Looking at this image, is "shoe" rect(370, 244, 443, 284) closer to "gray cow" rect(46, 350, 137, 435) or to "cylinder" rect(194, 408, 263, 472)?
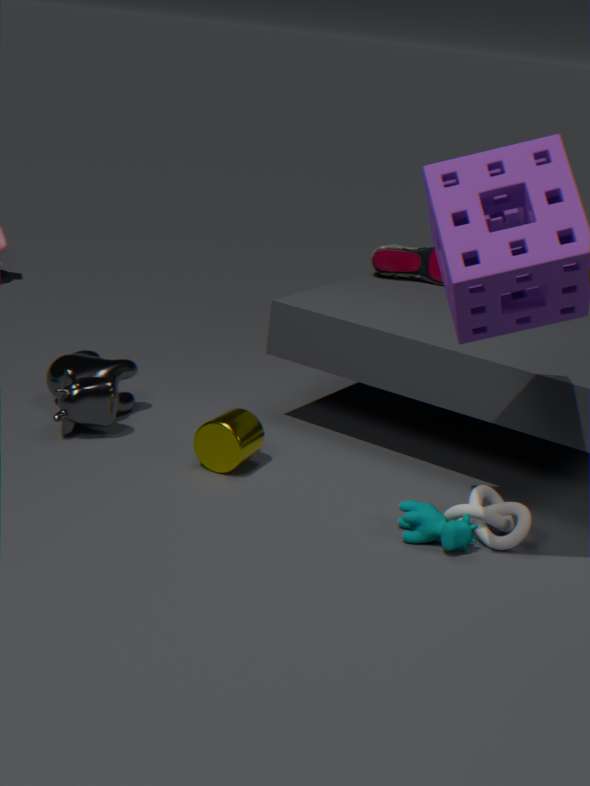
"cylinder" rect(194, 408, 263, 472)
